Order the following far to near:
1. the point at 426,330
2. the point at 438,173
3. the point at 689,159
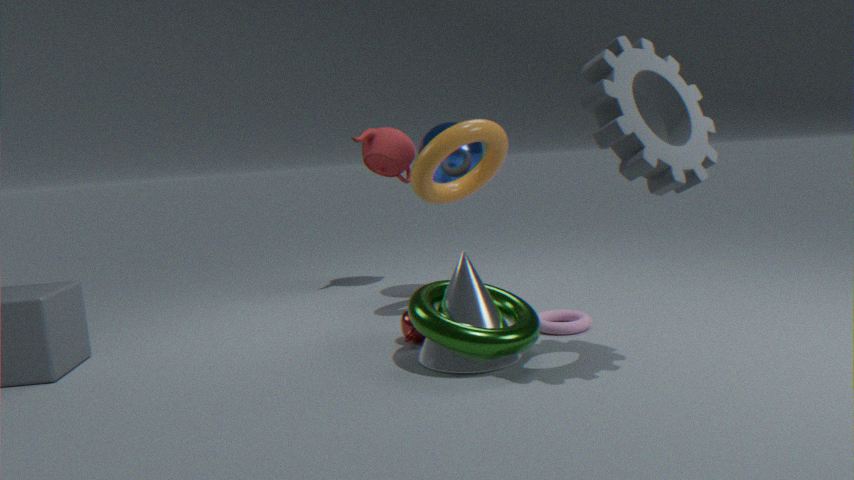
the point at 438,173 < the point at 426,330 < the point at 689,159
